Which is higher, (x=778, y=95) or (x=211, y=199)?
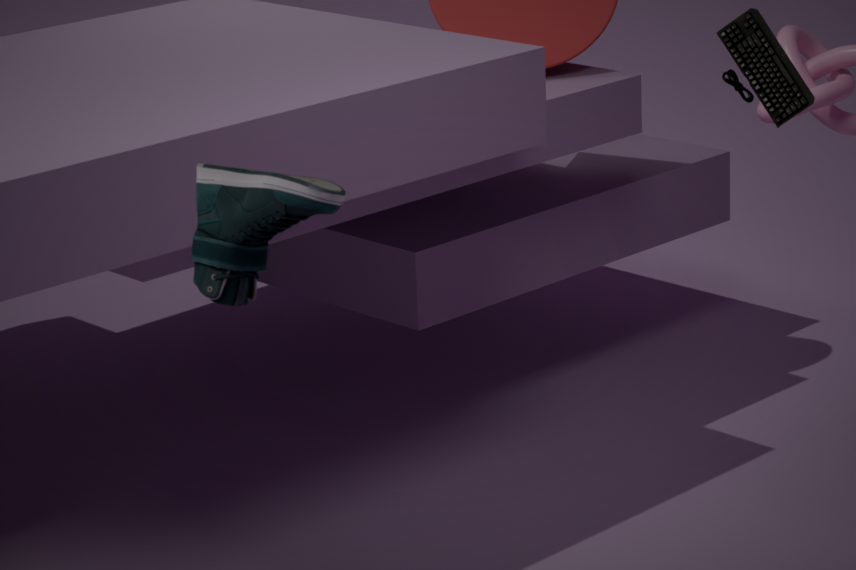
(x=778, y=95)
